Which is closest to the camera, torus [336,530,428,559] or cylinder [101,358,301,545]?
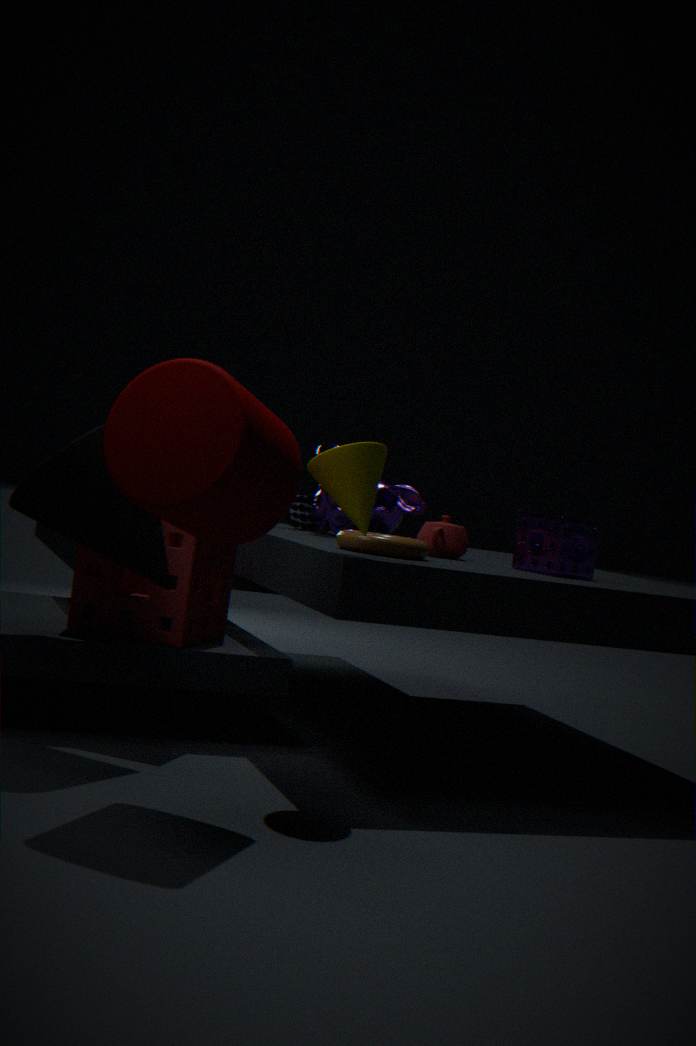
cylinder [101,358,301,545]
